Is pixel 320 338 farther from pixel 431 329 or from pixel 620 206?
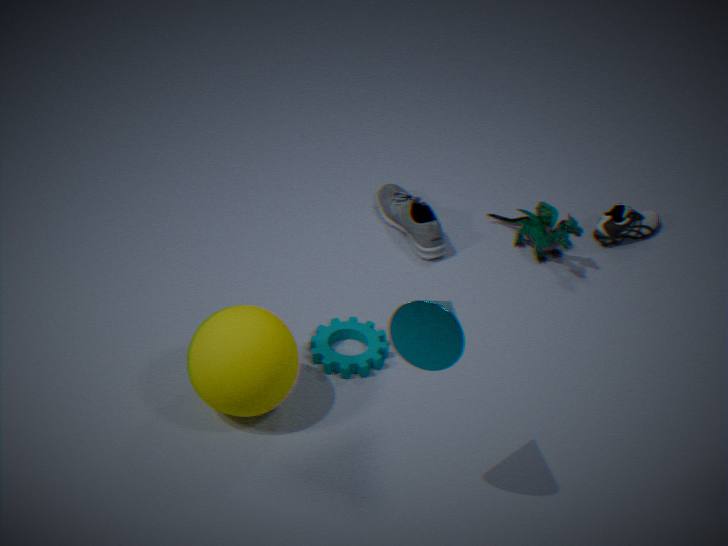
pixel 620 206
